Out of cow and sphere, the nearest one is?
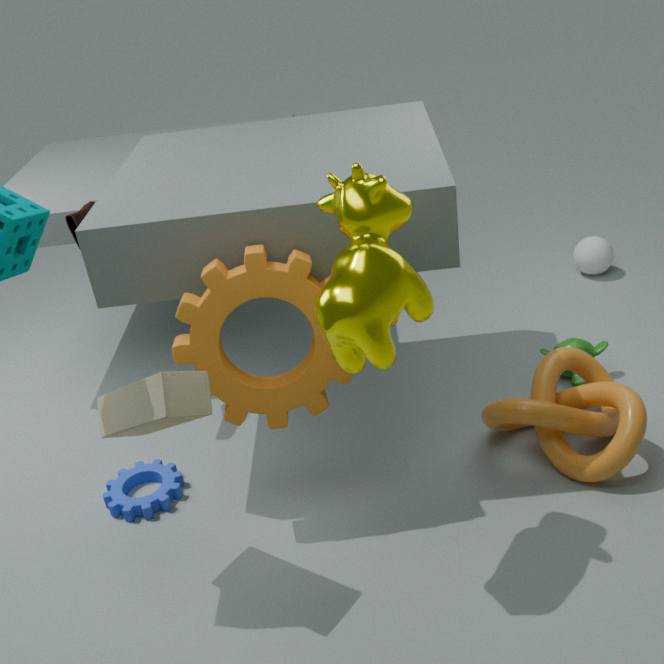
cow
